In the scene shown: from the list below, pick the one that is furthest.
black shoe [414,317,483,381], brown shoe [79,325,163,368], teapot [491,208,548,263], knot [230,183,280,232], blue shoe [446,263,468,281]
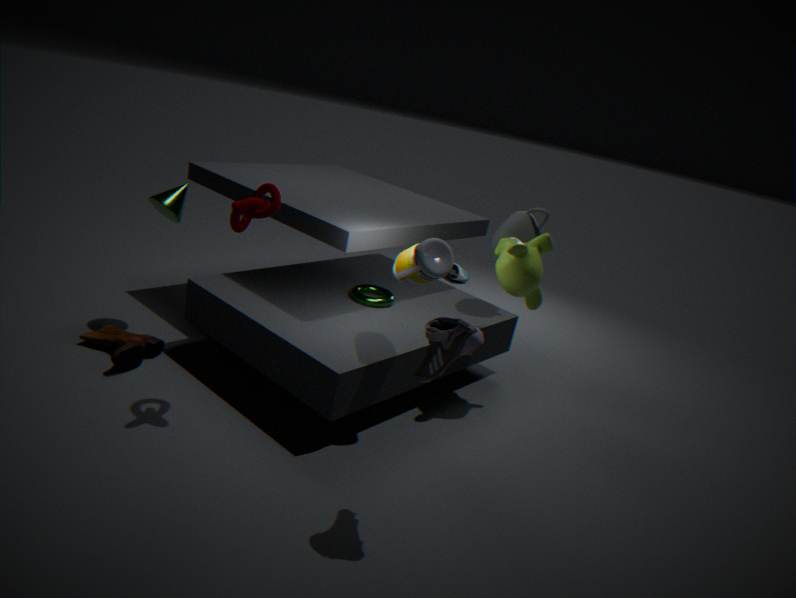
blue shoe [446,263,468,281]
